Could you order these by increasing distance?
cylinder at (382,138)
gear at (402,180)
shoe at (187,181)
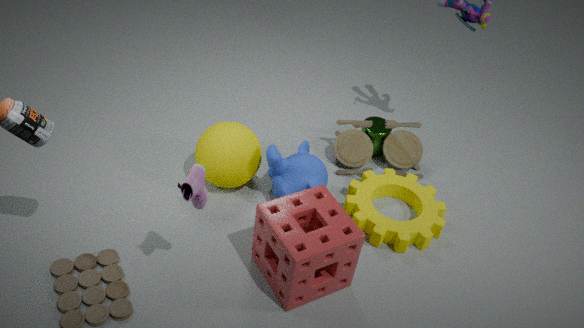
1. shoe at (187,181)
2. gear at (402,180)
3. cylinder at (382,138)
